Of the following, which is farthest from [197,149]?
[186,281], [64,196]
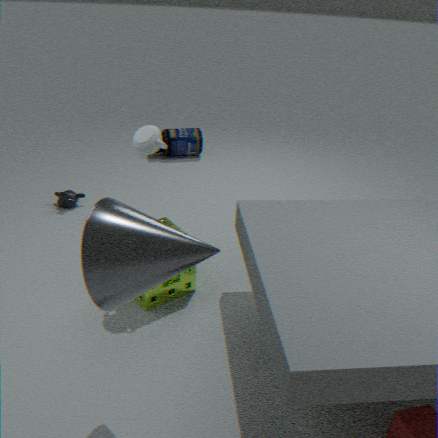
[186,281]
